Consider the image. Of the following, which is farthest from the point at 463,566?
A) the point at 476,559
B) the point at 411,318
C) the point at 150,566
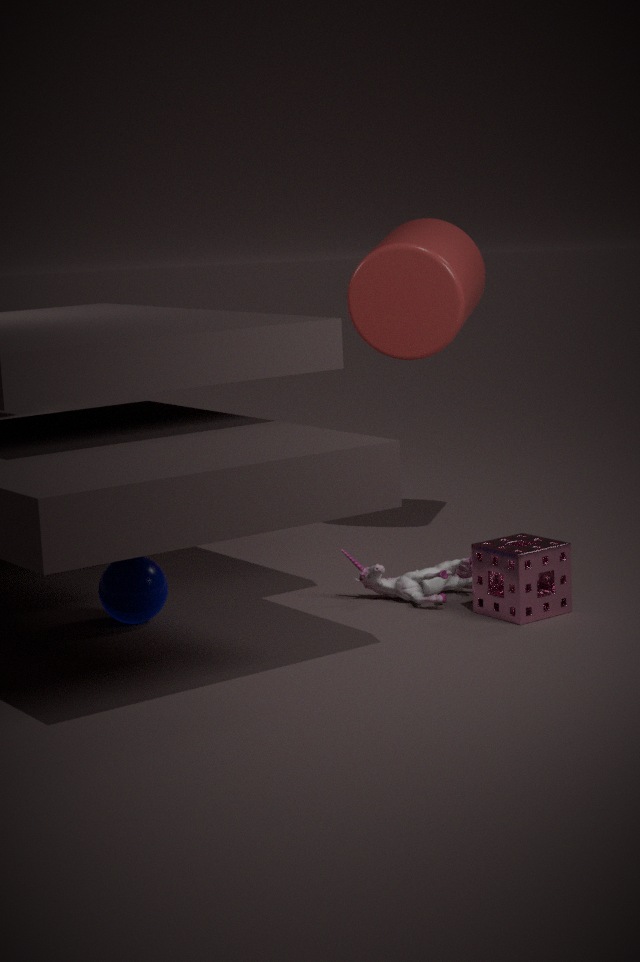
the point at 411,318
